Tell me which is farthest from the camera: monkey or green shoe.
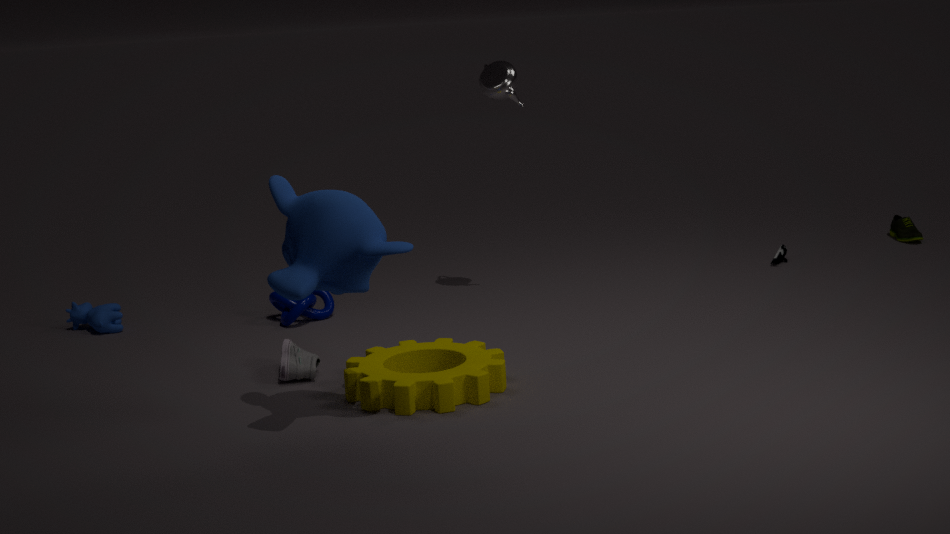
green shoe
